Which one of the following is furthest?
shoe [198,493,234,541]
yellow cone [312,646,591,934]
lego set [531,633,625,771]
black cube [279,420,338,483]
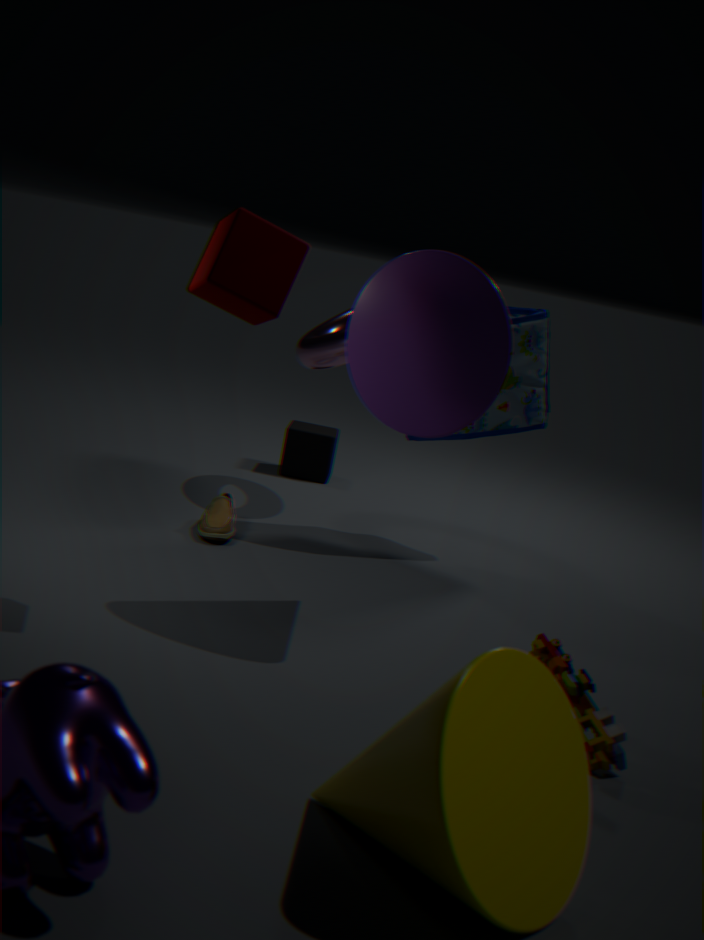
black cube [279,420,338,483]
